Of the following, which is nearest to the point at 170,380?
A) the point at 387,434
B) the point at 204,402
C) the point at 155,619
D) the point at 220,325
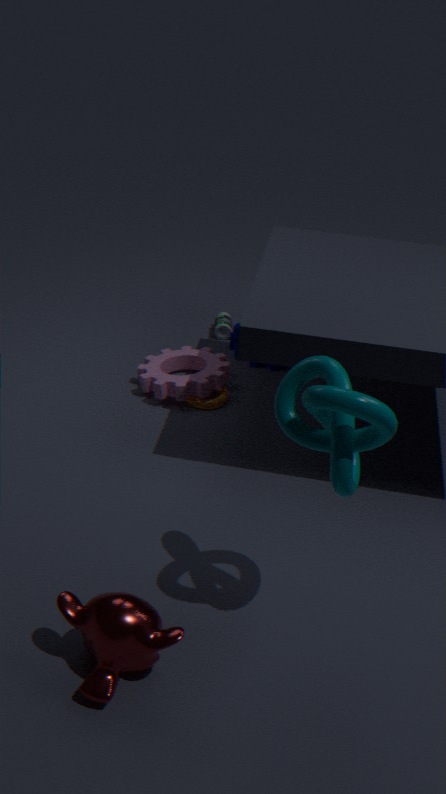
the point at 204,402
